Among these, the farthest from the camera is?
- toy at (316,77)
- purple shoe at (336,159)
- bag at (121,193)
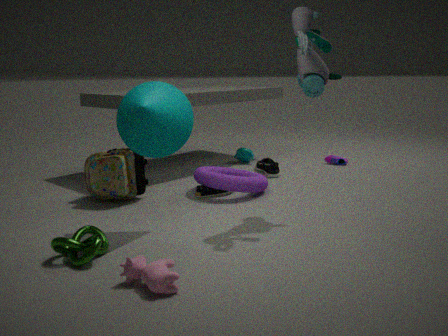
purple shoe at (336,159)
